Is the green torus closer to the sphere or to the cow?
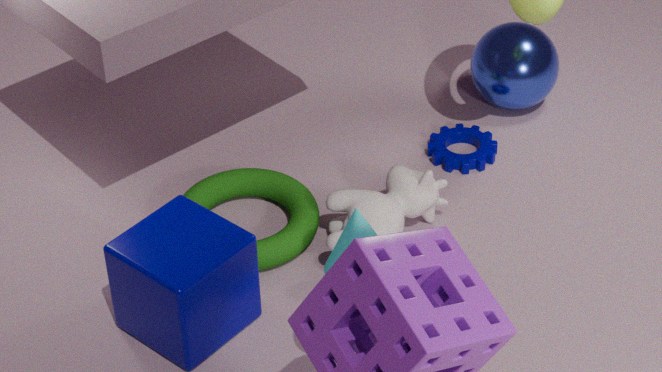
the cow
